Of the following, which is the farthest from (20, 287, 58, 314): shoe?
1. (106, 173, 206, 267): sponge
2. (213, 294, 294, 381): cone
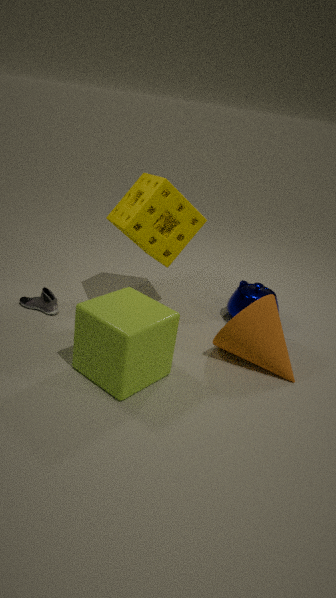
(213, 294, 294, 381): cone
